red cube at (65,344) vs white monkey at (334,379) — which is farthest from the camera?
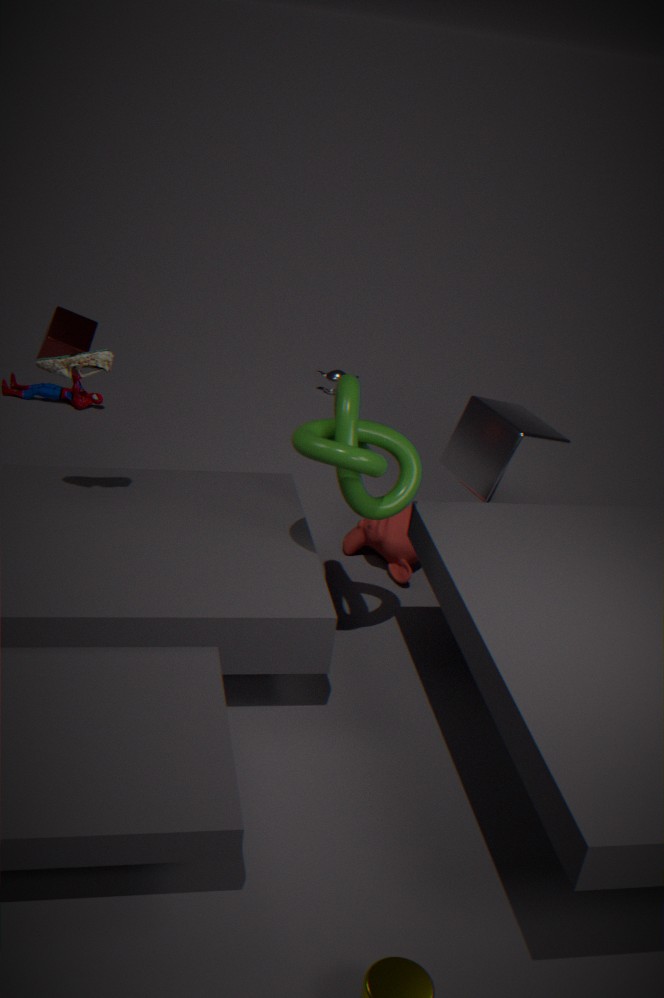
white monkey at (334,379)
